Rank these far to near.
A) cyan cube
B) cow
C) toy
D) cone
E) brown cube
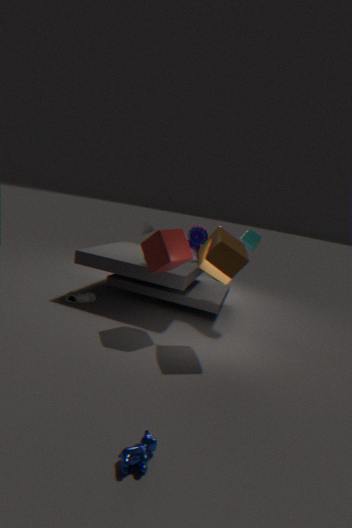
cone, toy, cyan cube, brown cube, cow
